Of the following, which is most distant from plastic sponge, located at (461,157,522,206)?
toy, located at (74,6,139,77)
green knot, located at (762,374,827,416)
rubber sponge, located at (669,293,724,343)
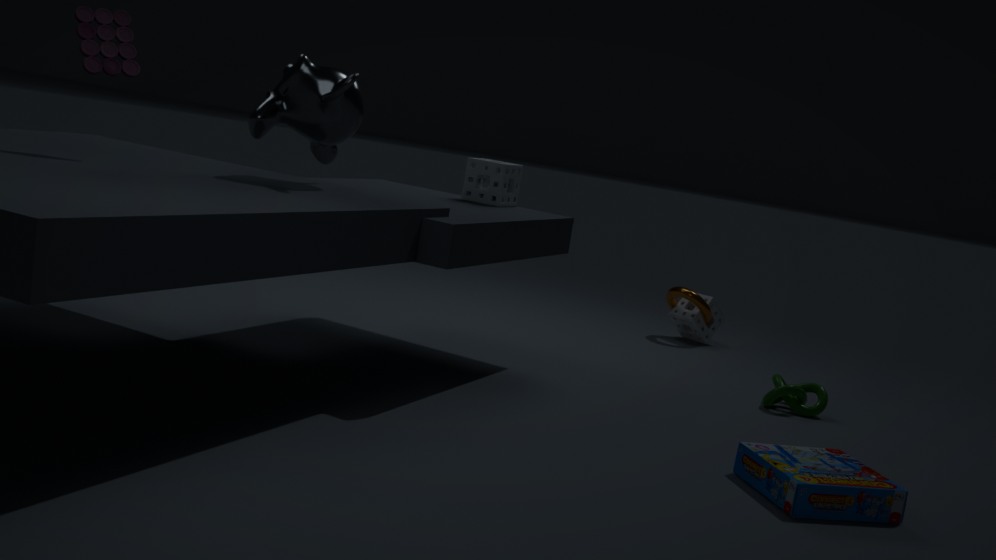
toy, located at (74,6,139,77)
